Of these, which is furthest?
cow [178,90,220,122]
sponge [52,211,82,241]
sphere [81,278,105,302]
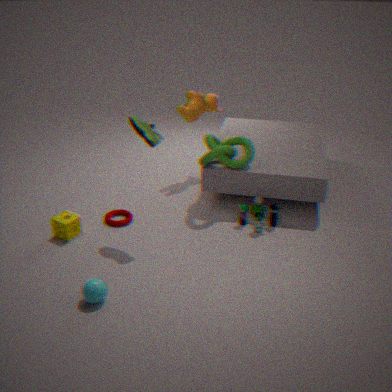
cow [178,90,220,122]
